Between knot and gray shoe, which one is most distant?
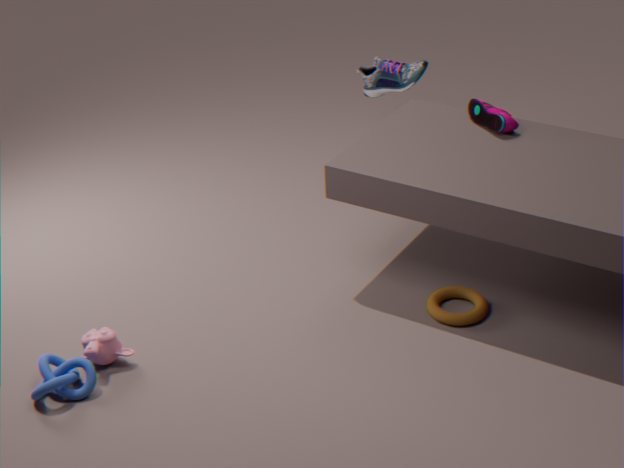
gray shoe
